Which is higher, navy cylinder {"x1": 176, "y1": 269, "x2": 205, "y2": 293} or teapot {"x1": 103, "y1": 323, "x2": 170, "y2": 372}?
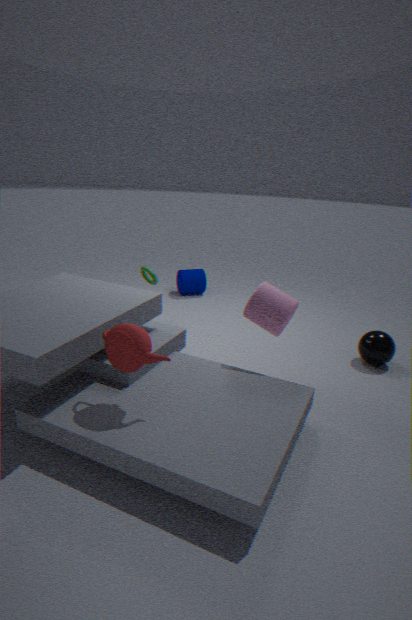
teapot {"x1": 103, "y1": 323, "x2": 170, "y2": 372}
